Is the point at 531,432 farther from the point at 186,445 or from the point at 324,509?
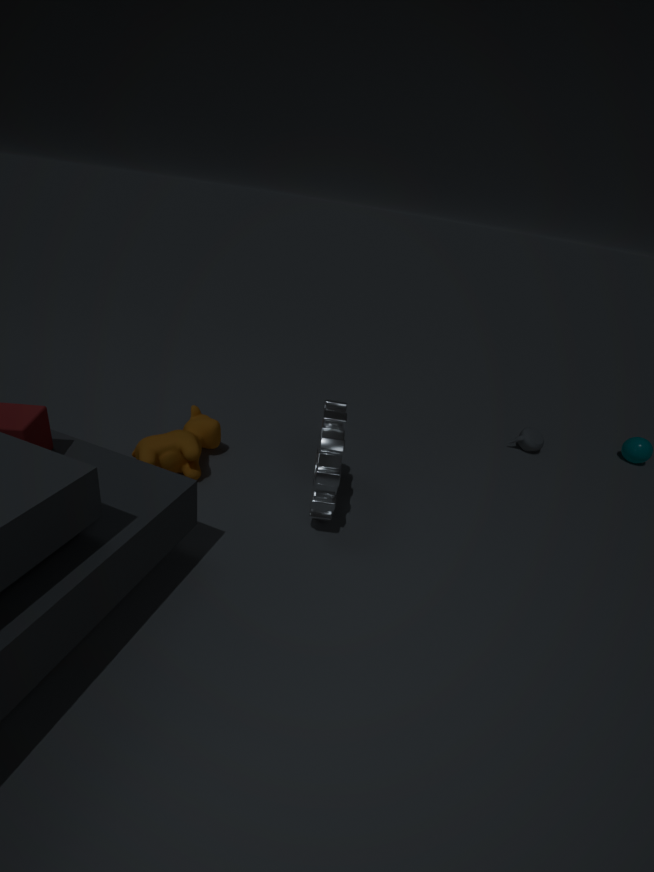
the point at 186,445
